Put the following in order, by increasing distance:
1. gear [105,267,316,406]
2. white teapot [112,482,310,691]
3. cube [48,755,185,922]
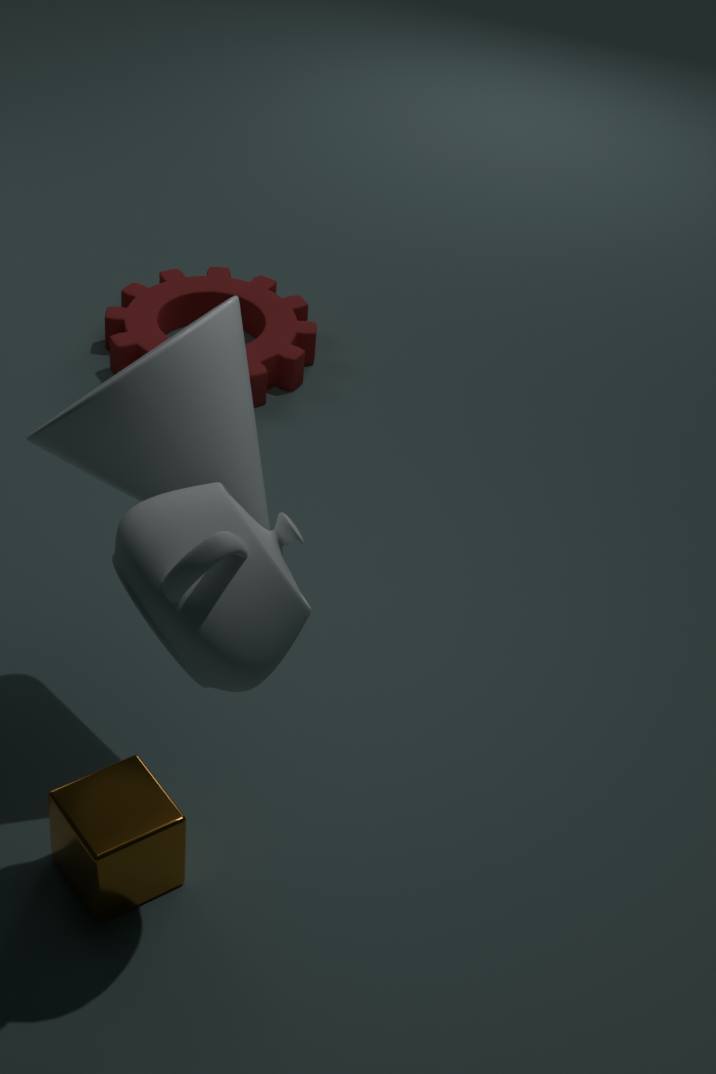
white teapot [112,482,310,691] < cube [48,755,185,922] < gear [105,267,316,406]
